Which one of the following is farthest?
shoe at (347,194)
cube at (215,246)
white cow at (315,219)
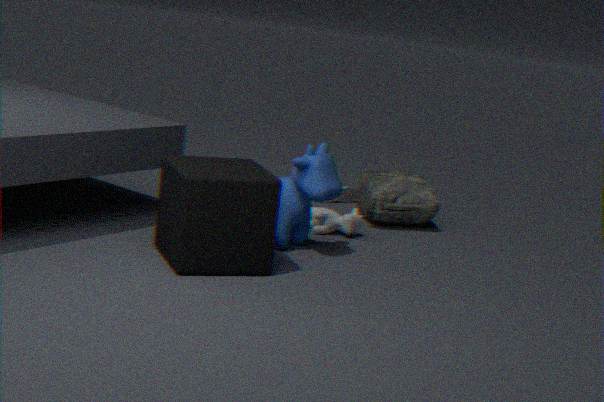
shoe at (347,194)
